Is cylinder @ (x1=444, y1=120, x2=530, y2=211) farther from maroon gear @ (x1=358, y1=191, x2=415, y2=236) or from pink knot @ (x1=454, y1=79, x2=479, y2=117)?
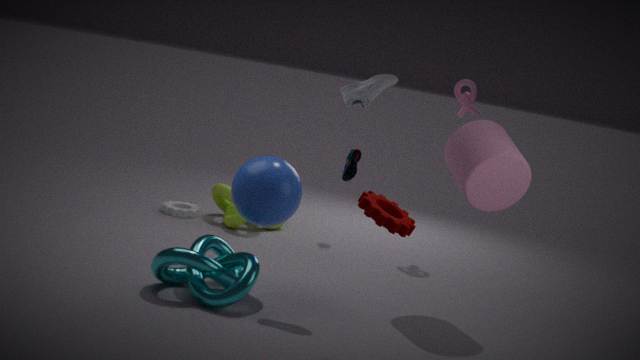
pink knot @ (x1=454, y1=79, x2=479, y2=117)
